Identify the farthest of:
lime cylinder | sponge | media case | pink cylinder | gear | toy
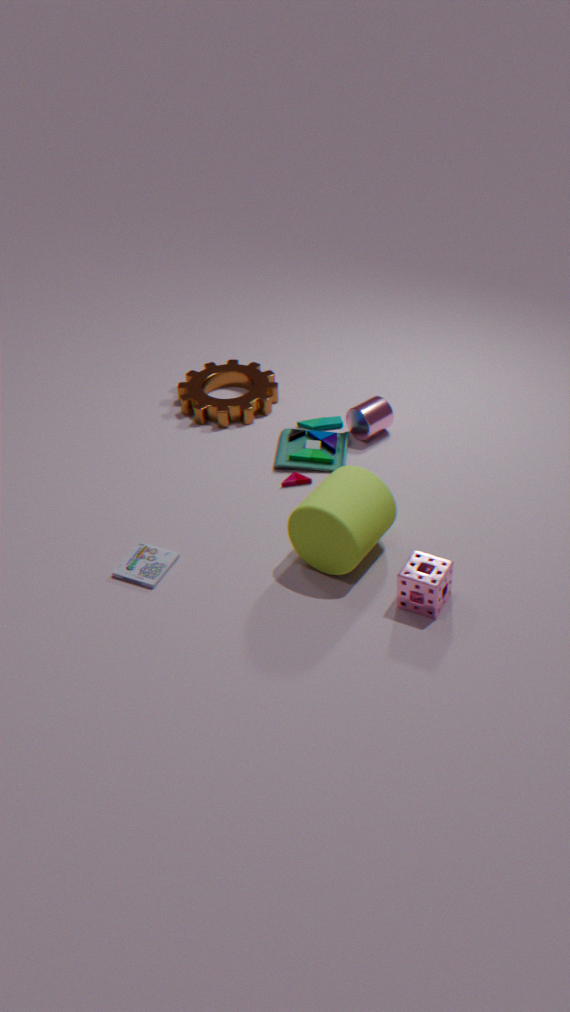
gear
